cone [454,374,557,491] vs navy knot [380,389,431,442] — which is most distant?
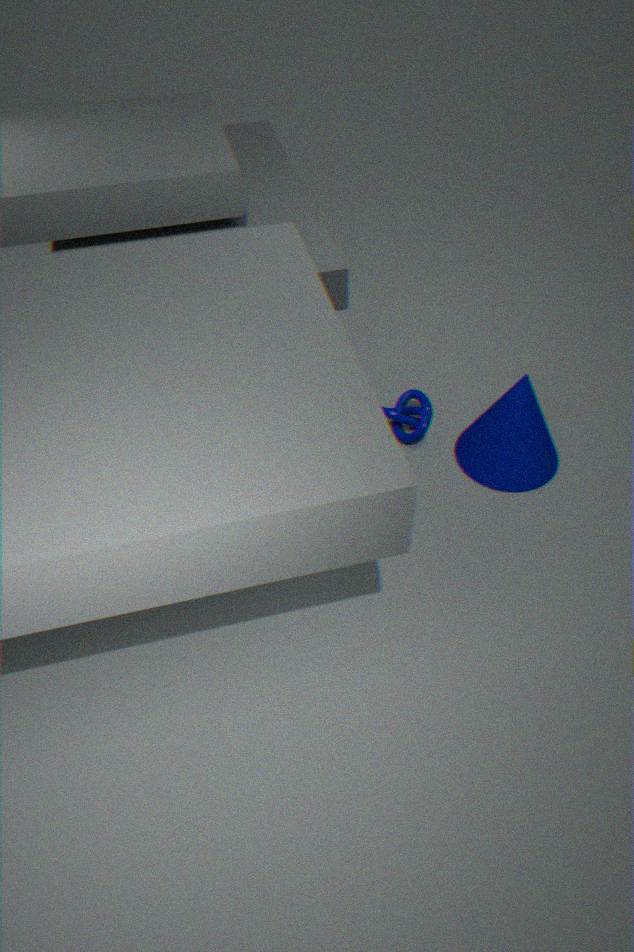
navy knot [380,389,431,442]
